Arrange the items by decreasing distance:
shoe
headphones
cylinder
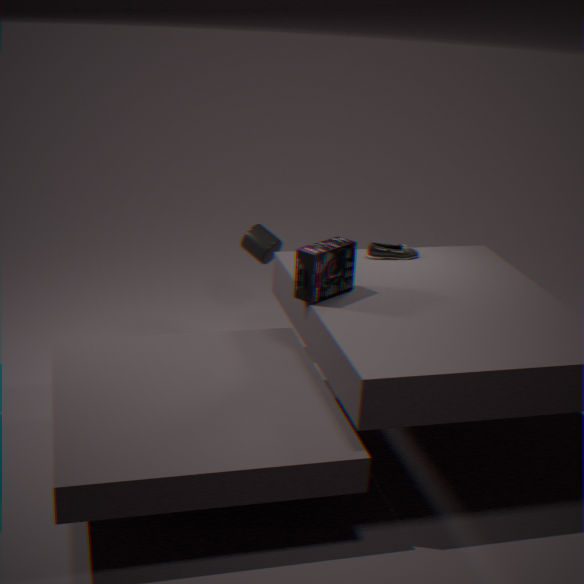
cylinder → shoe → headphones
